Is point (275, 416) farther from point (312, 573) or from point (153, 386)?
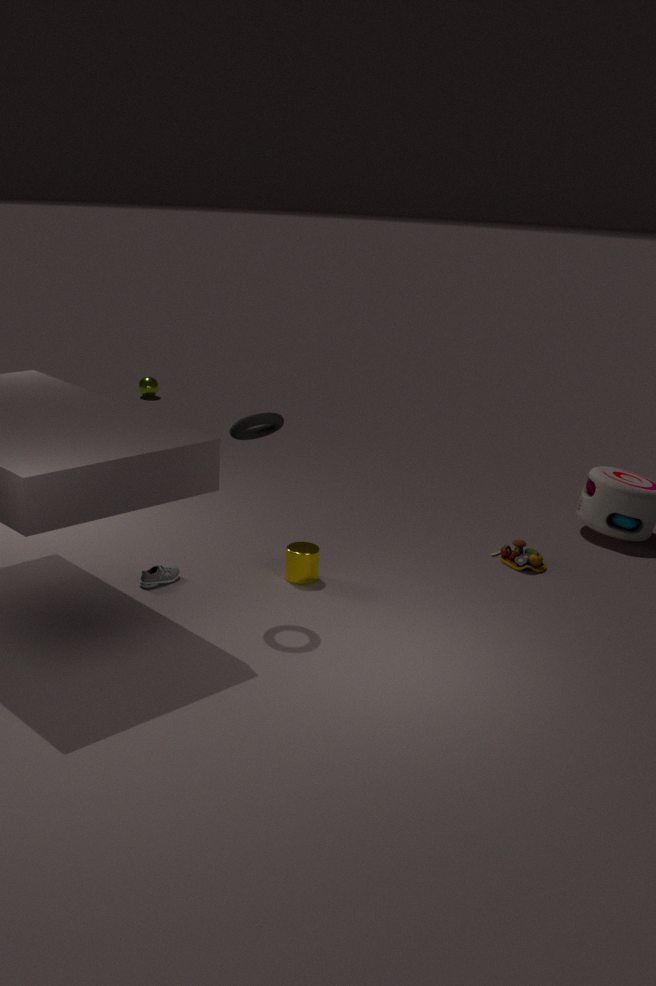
point (153, 386)
